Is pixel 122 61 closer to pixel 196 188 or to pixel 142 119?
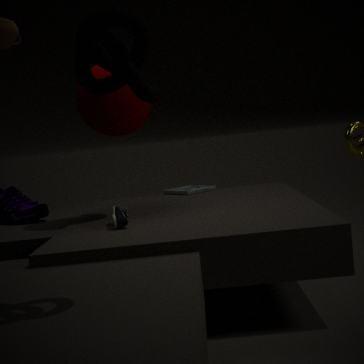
pixel 142 119
